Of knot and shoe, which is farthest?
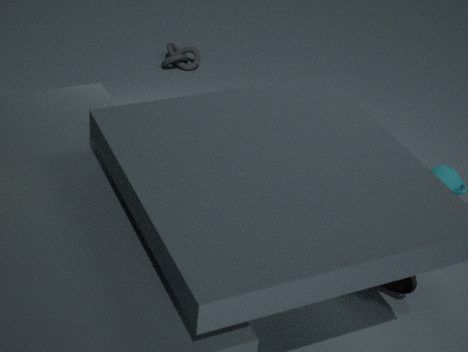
knot
